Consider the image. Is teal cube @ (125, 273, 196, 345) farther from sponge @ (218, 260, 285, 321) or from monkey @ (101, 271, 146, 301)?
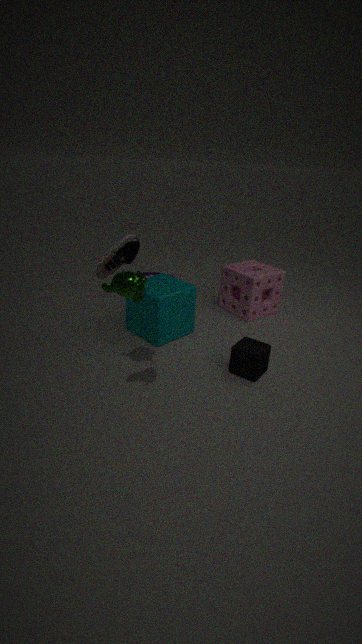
sponge @ (218, 260, 285, 321)
